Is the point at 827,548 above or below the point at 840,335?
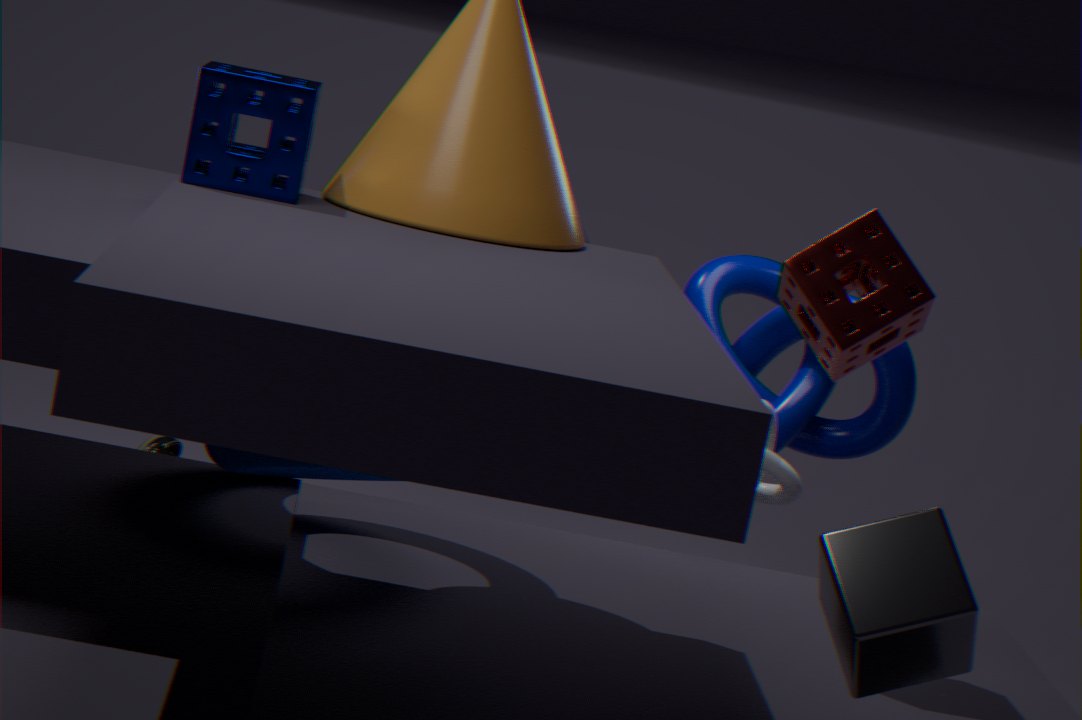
below
